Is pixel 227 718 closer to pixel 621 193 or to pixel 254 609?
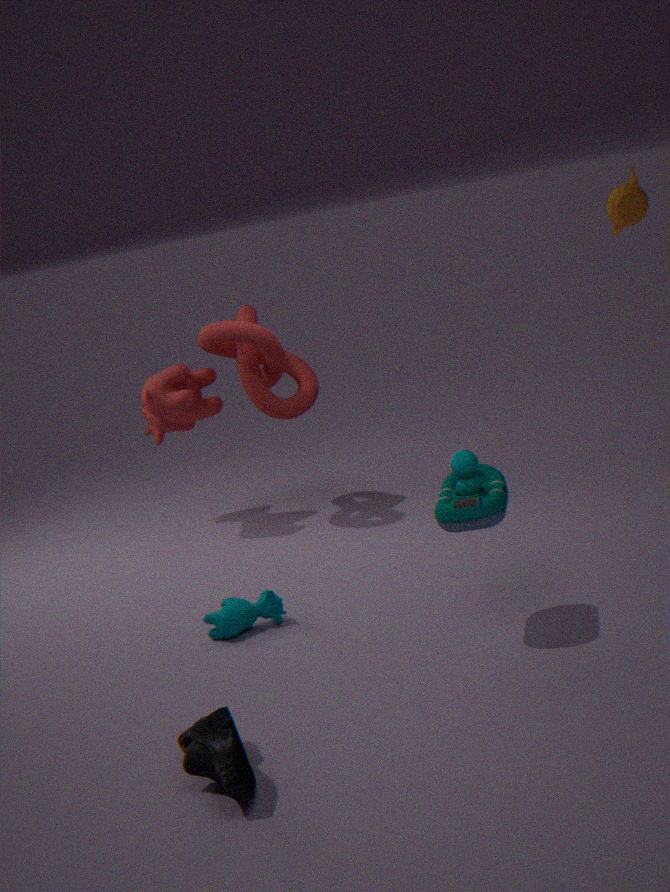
pixel 254 609
